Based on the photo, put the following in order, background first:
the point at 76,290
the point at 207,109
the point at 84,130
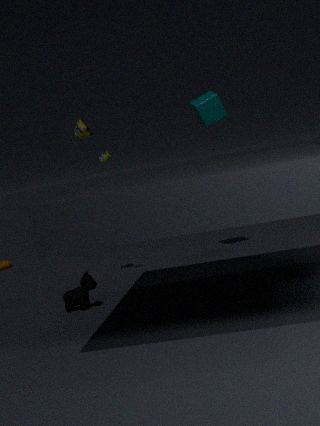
1. the point at 207,109
2. the point at 84,130
3. the point at 76,290
